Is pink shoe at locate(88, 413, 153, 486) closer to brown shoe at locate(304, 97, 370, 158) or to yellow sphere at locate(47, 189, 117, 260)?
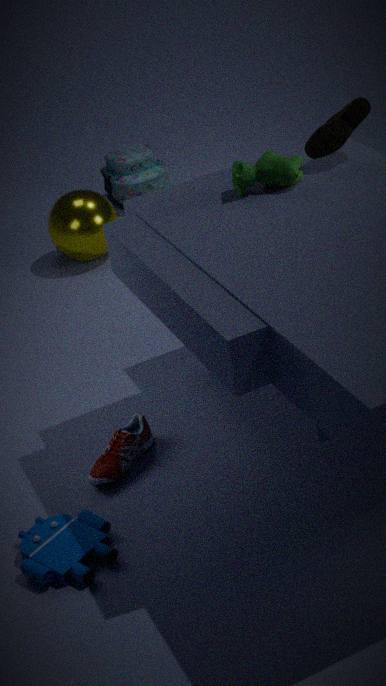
brown shoe at locate(304, 97, 370, 158)
